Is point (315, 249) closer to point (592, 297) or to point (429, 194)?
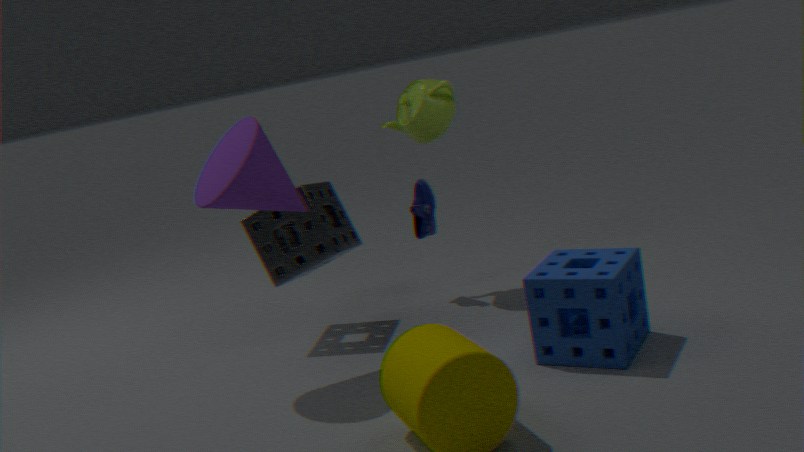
point (429, 194)
